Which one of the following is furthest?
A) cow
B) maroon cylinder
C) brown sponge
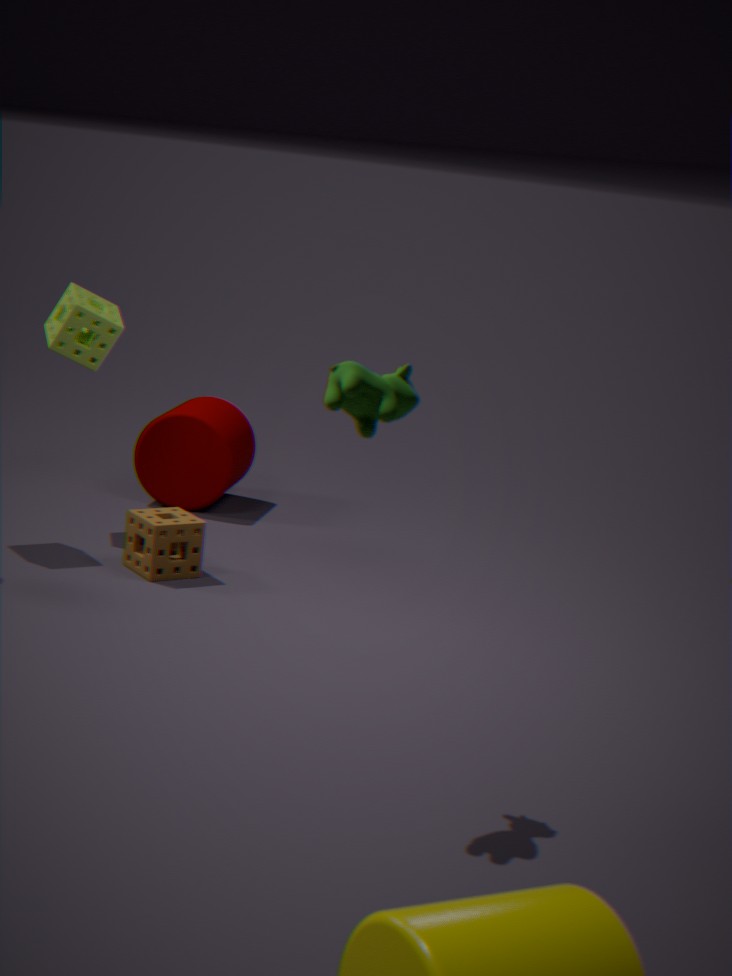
maroon cylinder
